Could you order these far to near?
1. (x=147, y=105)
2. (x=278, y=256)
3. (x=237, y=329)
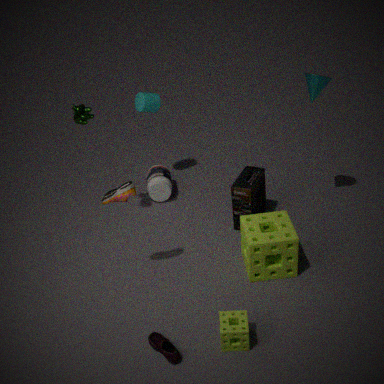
(x=147, y=105)
(x=278, y=256)
(x=237, y=329)
